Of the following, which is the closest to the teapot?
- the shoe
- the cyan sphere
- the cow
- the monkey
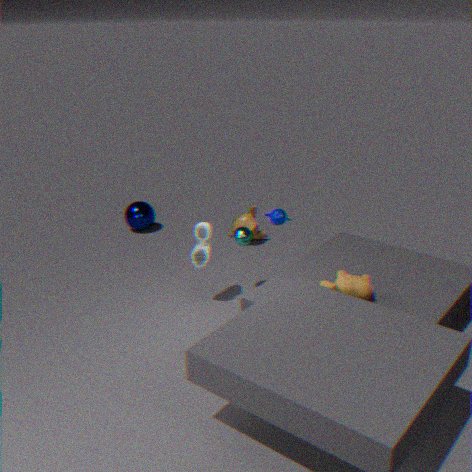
the cyan sphere
